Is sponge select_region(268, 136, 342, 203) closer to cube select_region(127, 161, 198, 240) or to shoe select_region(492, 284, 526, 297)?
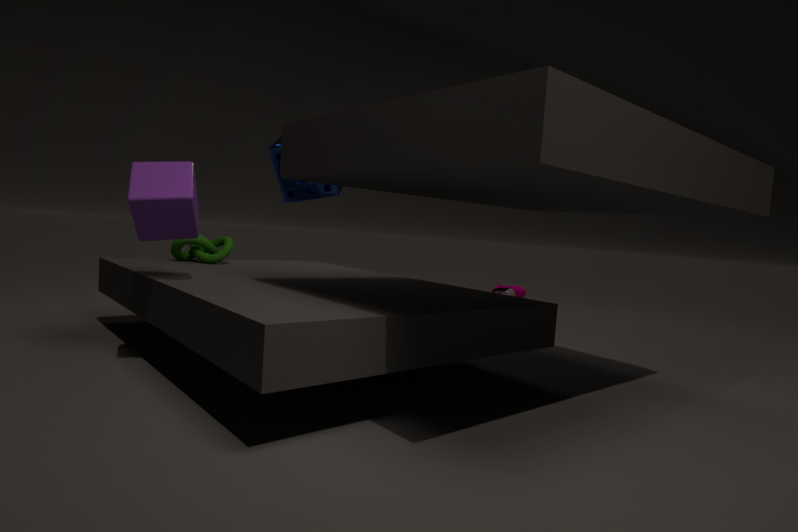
cube select_region(127, 161, 198, 240)
